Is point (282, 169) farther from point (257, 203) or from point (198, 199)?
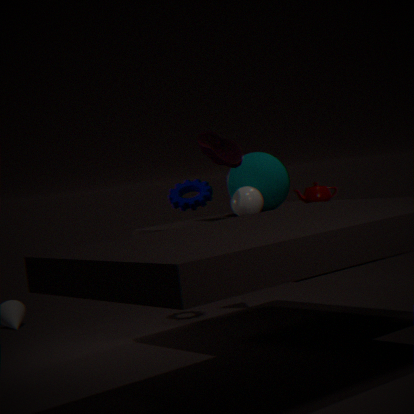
point (198, 199)
